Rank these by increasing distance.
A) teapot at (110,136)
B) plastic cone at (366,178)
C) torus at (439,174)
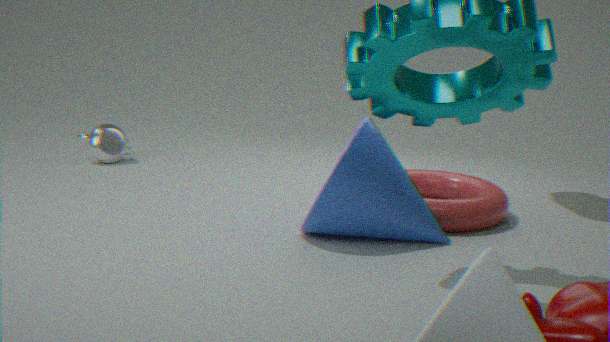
plastic cone at (366,178) → torus at (439,174) → teapot at (110,136)
